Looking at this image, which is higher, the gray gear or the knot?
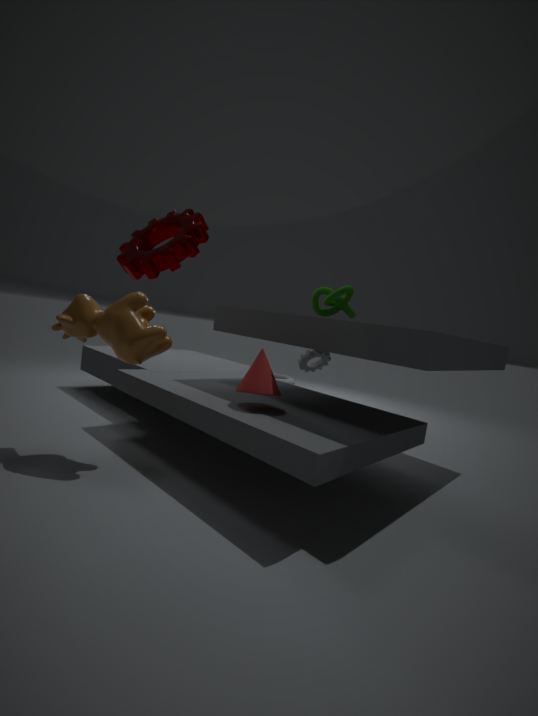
the knot
